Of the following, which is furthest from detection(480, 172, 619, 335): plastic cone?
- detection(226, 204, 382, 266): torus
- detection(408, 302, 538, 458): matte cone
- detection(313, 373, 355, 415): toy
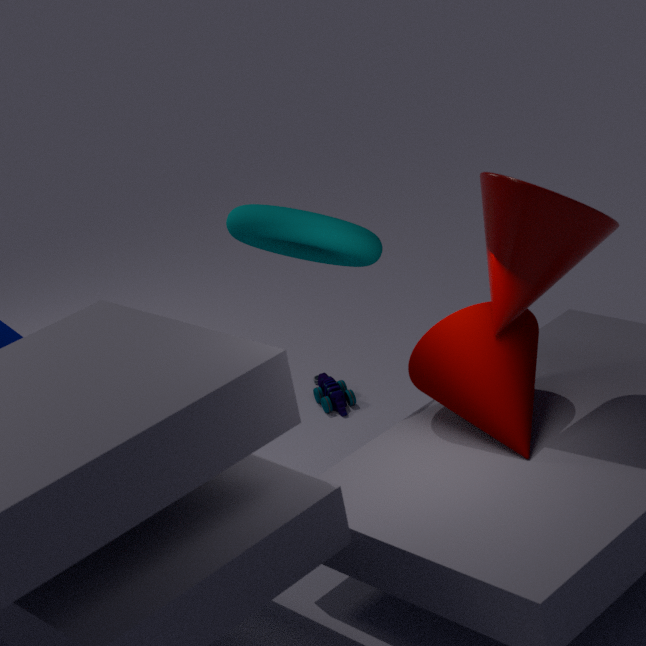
detection(313, 373, 355, 415): toy
